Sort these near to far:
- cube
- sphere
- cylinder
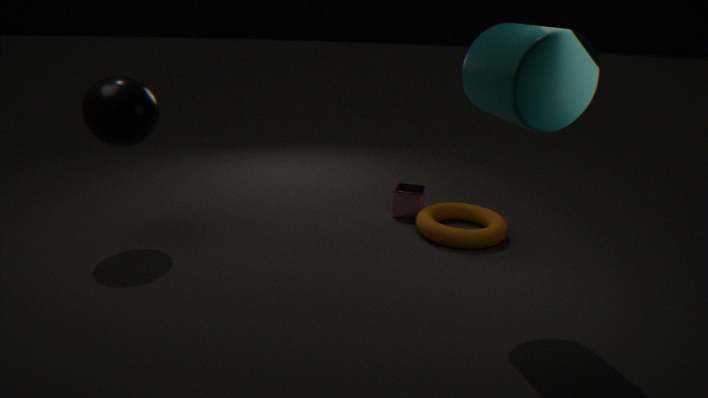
cylinder, sphere, cube
